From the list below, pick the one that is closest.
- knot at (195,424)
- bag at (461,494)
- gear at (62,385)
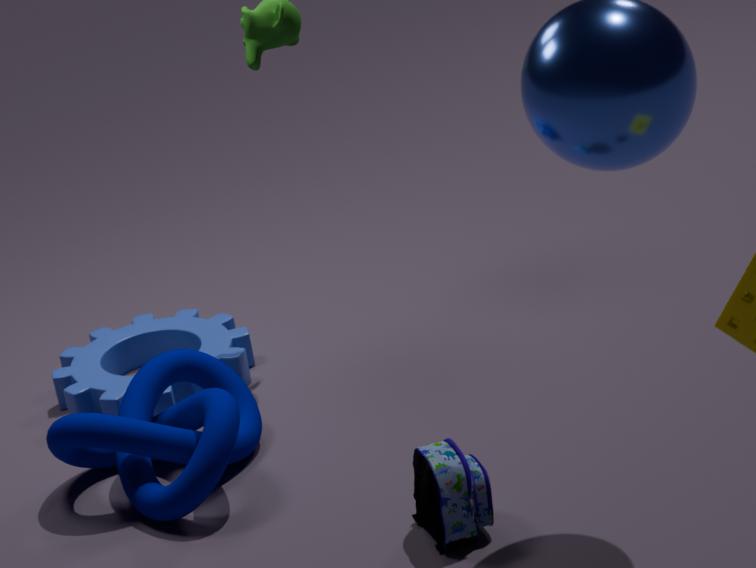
bag at (461,494)
